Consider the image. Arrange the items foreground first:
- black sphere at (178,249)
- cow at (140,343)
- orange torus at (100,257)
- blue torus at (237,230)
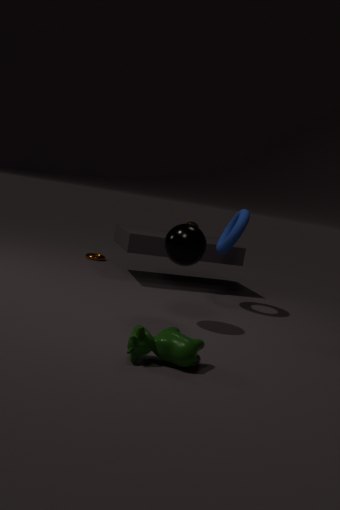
cow at (140,343) < black sphere at (178,249) < blue torus at (237,230) < orange torus at (100,257)
